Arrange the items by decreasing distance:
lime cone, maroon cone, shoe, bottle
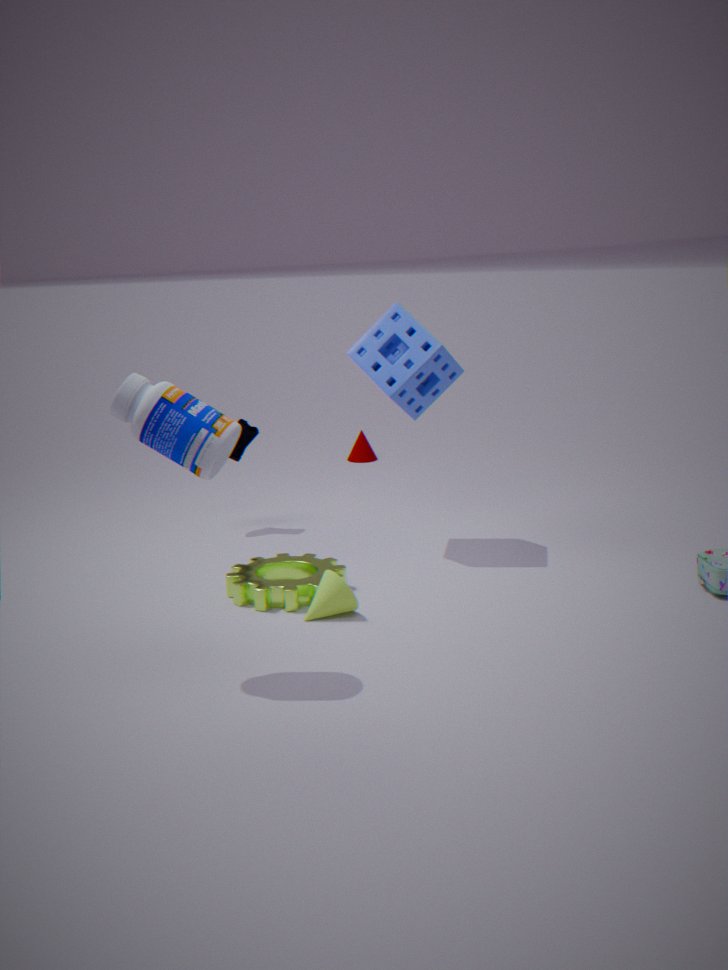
maroon cone → shoe → lime cone → bottle
